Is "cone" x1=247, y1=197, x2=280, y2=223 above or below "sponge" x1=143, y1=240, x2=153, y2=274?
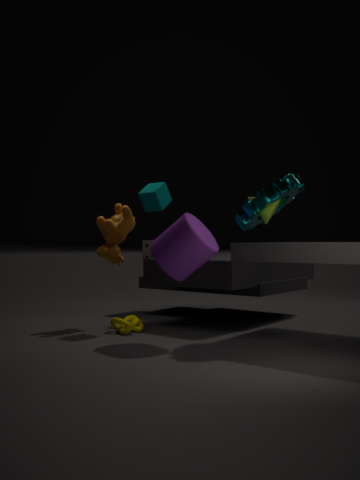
above
